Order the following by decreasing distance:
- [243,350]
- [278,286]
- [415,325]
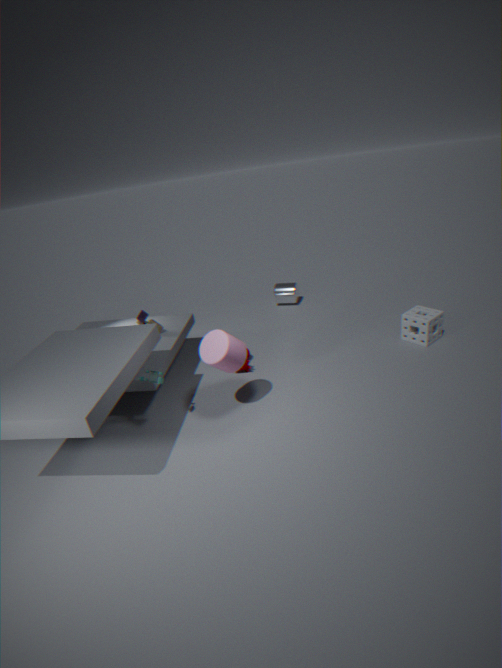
[278,286] → [415,325] → [243,350]
